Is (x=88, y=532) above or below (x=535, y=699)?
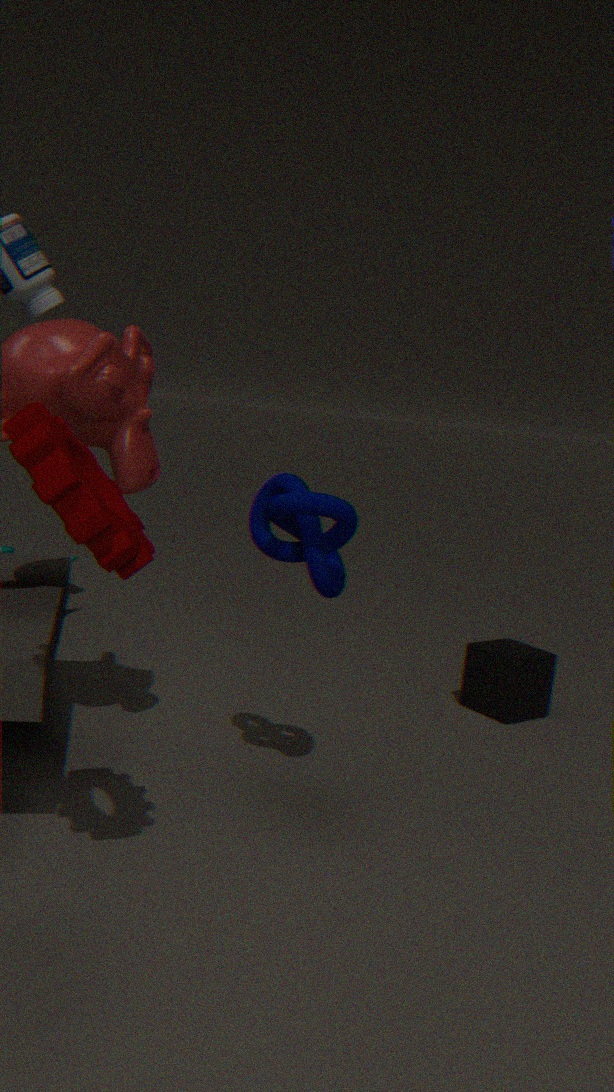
above
